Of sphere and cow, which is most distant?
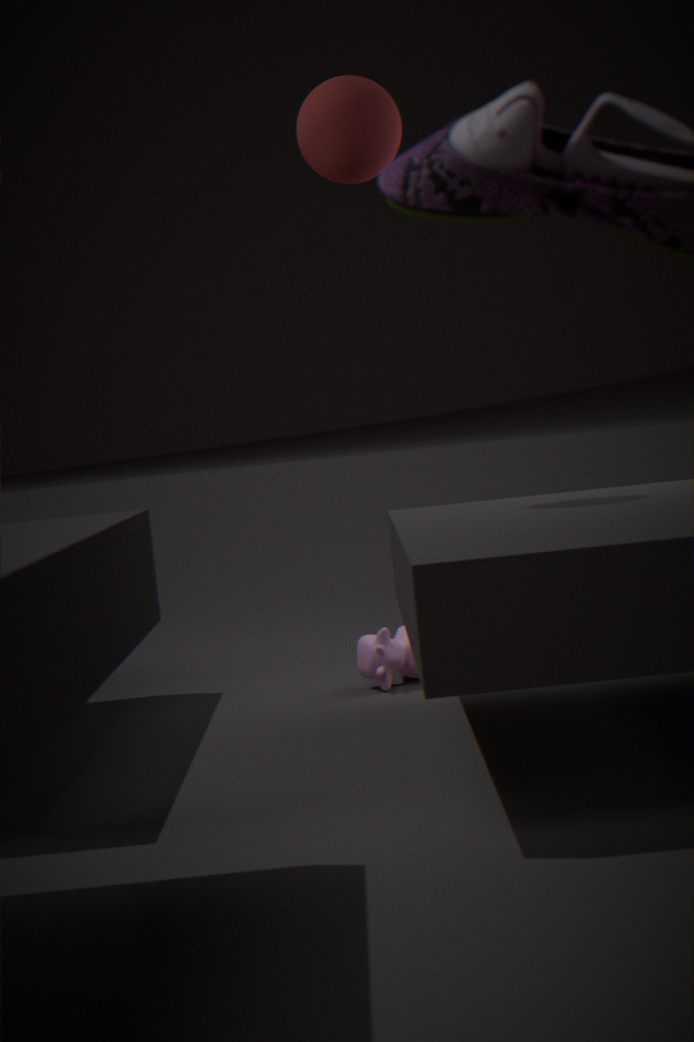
cow
